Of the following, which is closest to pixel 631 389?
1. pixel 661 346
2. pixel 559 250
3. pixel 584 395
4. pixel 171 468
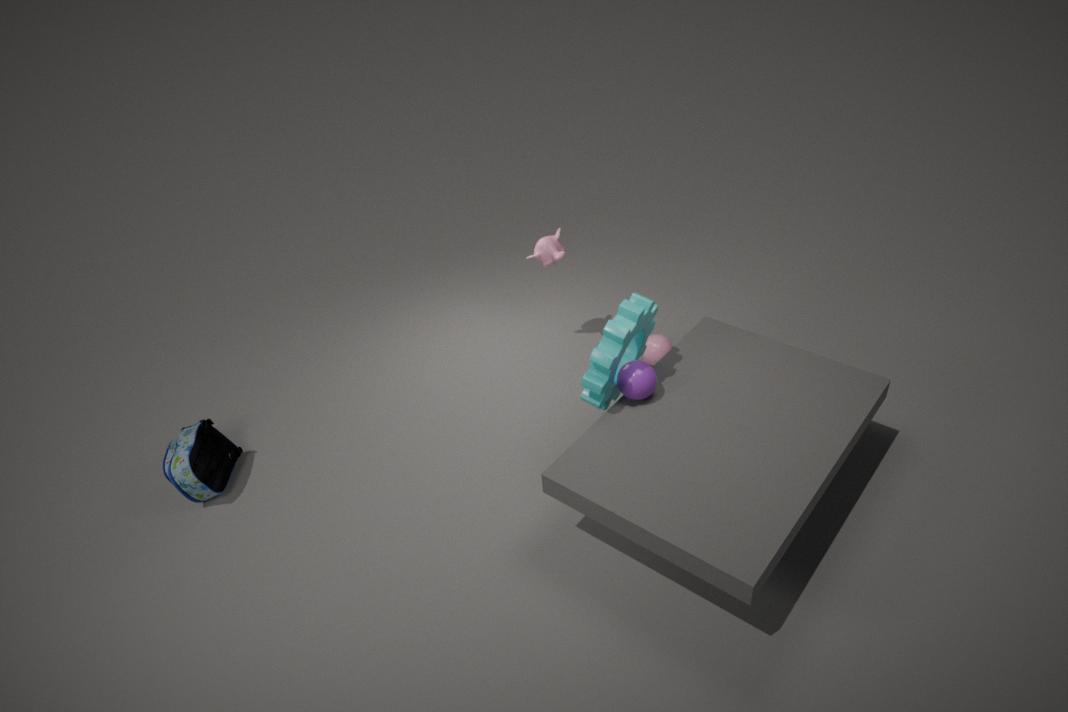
pixel 584 395
